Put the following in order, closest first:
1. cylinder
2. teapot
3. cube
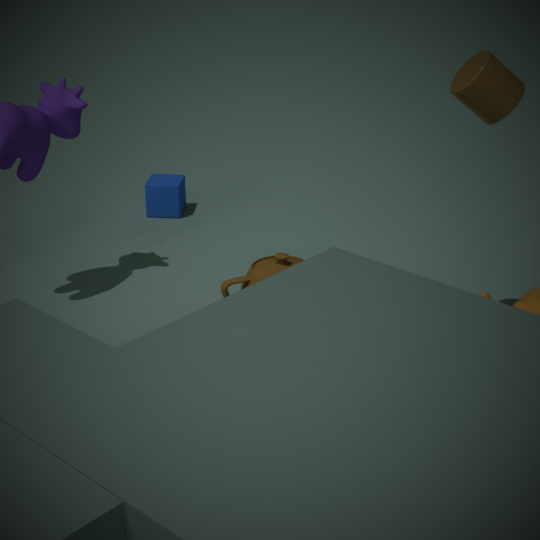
cylinder, teapot, cube
